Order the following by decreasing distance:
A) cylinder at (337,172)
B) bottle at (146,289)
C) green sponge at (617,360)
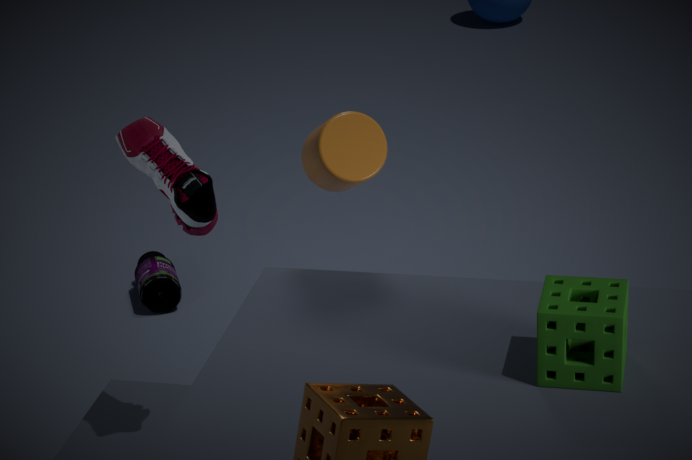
bottle at (146,289) < cylinder at (337,172) < green sponge at (617,360)
